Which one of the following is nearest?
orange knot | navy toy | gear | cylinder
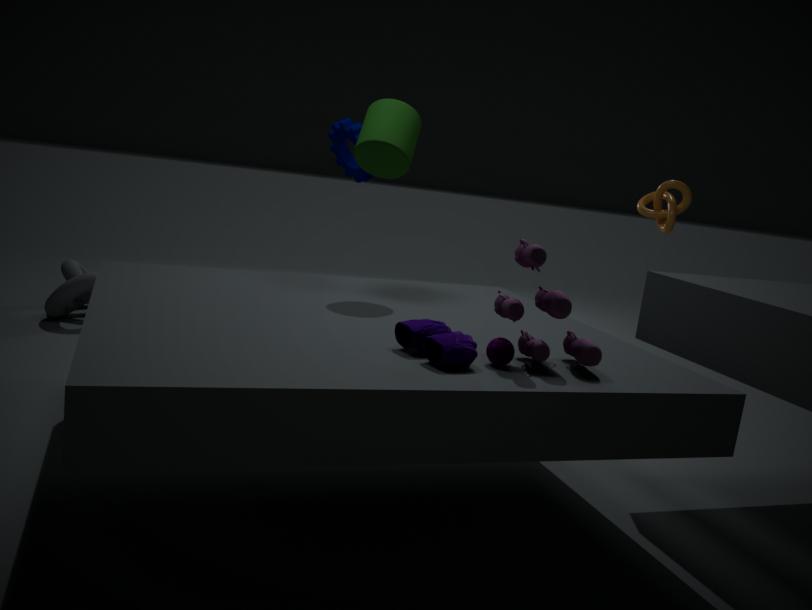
navy toy
